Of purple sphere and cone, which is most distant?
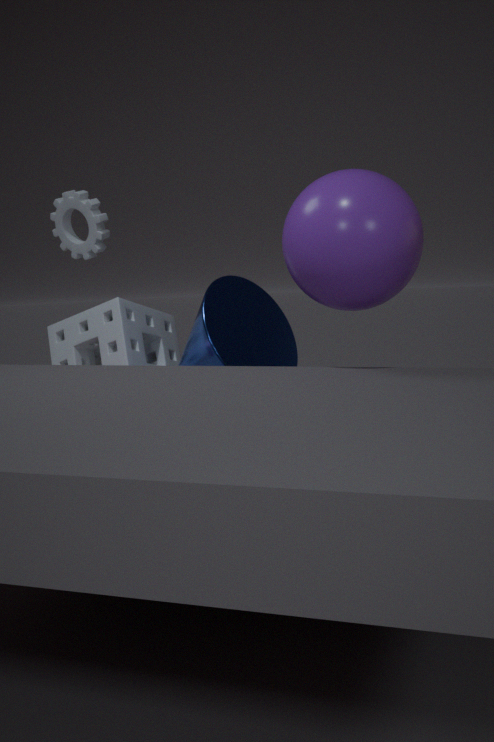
cone
